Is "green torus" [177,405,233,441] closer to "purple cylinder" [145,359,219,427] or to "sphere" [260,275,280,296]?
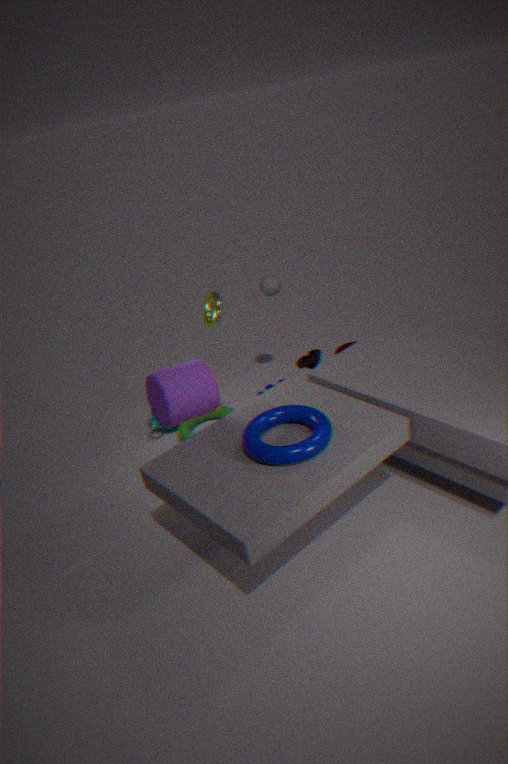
"purple cylinder" [145,359,219,427]
